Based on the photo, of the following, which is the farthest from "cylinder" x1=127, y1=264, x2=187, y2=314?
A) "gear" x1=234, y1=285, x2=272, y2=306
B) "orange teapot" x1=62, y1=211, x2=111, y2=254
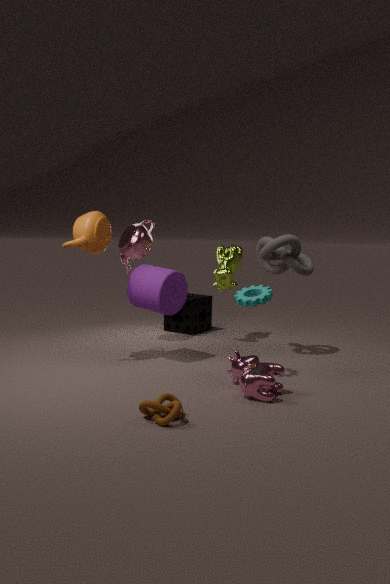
"gear" x1=234, y1=285, x2=272, y2=306
